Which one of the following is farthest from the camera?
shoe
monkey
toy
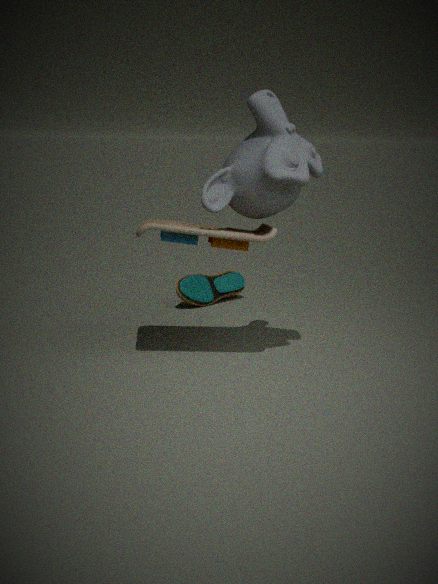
shoe
